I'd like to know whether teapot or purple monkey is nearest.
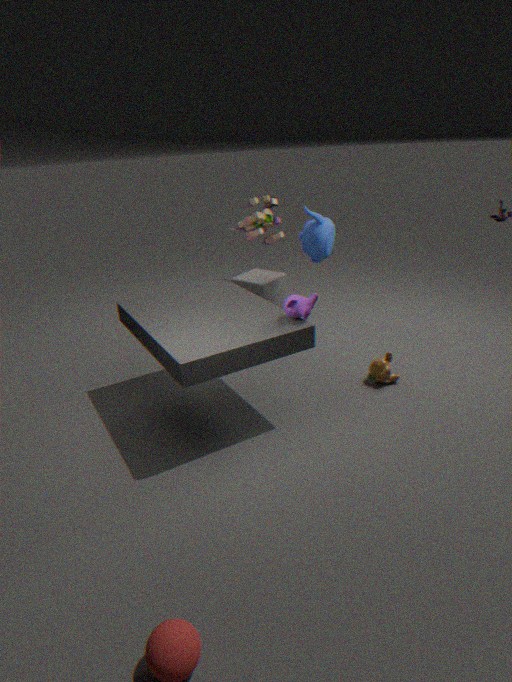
purple monkey
